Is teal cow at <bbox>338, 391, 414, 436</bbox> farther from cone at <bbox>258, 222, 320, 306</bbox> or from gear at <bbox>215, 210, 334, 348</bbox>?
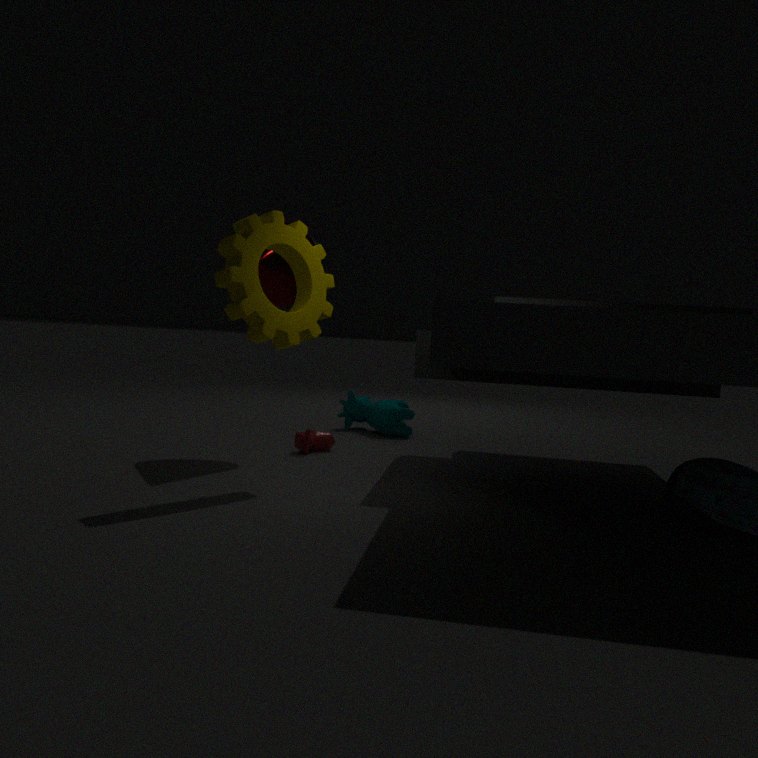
gear at <bbox>215, 210, 334, 348</bbox>
